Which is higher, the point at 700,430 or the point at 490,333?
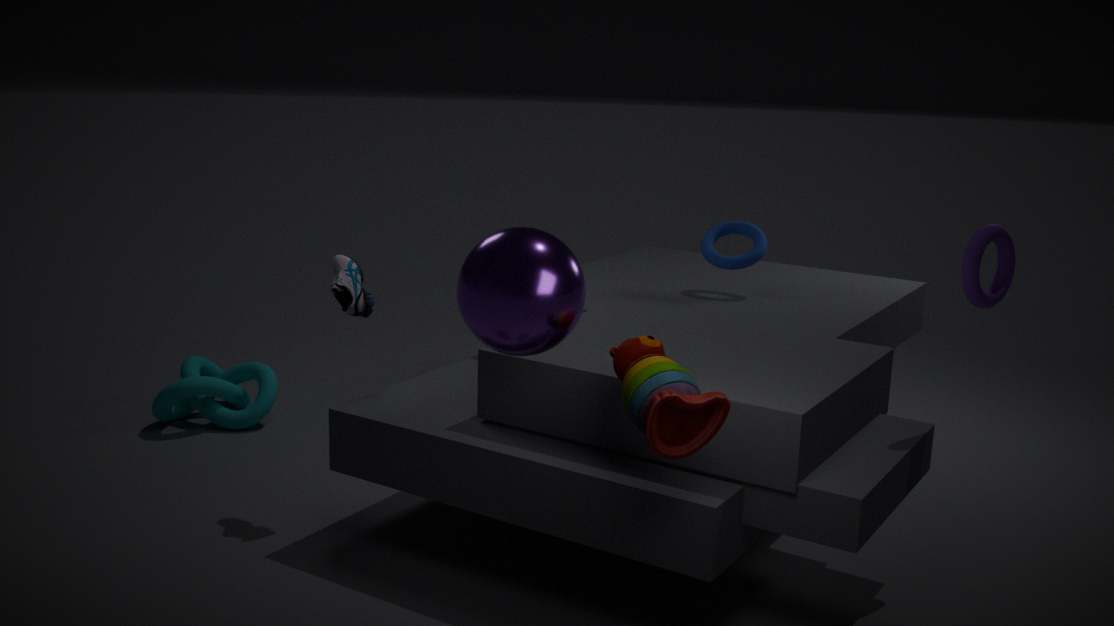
the point at 490,333
